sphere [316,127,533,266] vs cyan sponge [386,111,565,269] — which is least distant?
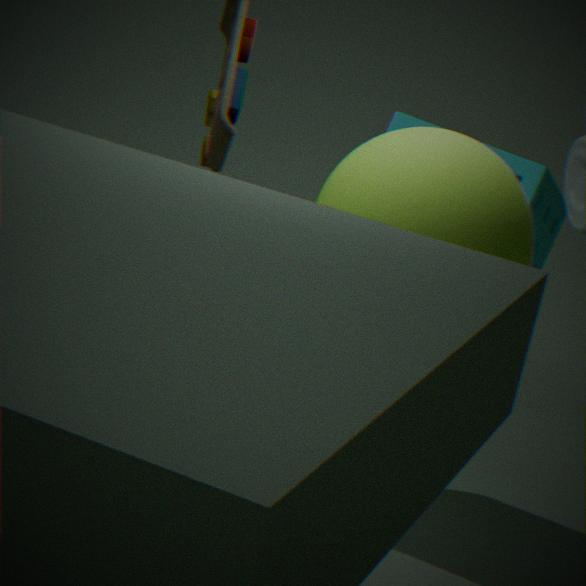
sphere [316,127,533,266]
